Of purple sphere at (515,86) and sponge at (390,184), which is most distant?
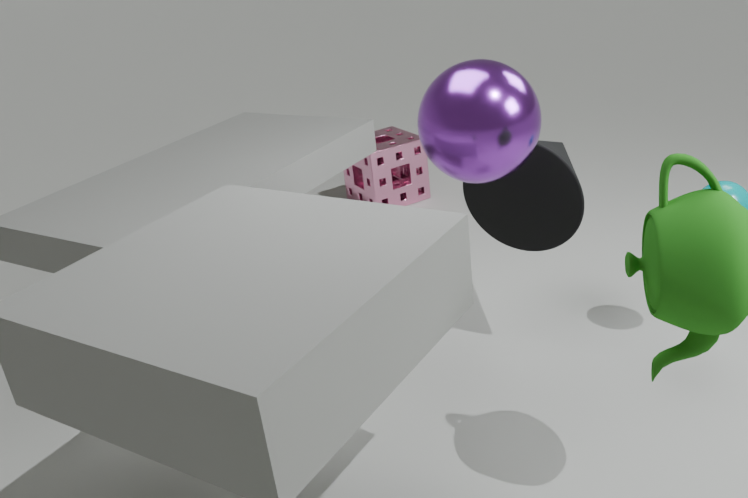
sponge at (390,184)
